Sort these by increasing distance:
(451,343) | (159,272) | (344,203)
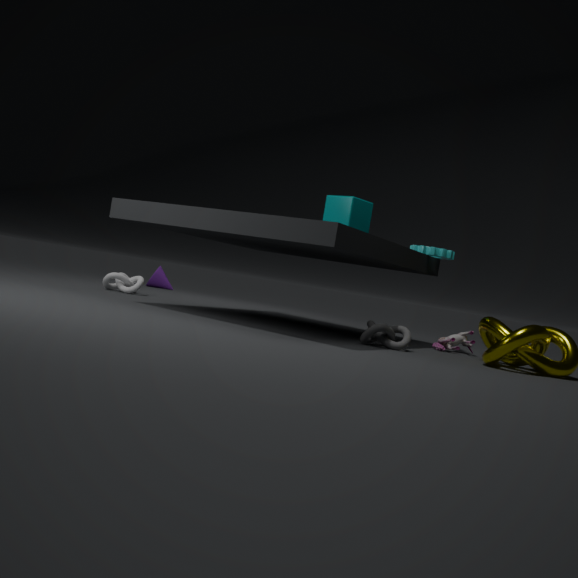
(344,203) < (451,343) < (159,272)
